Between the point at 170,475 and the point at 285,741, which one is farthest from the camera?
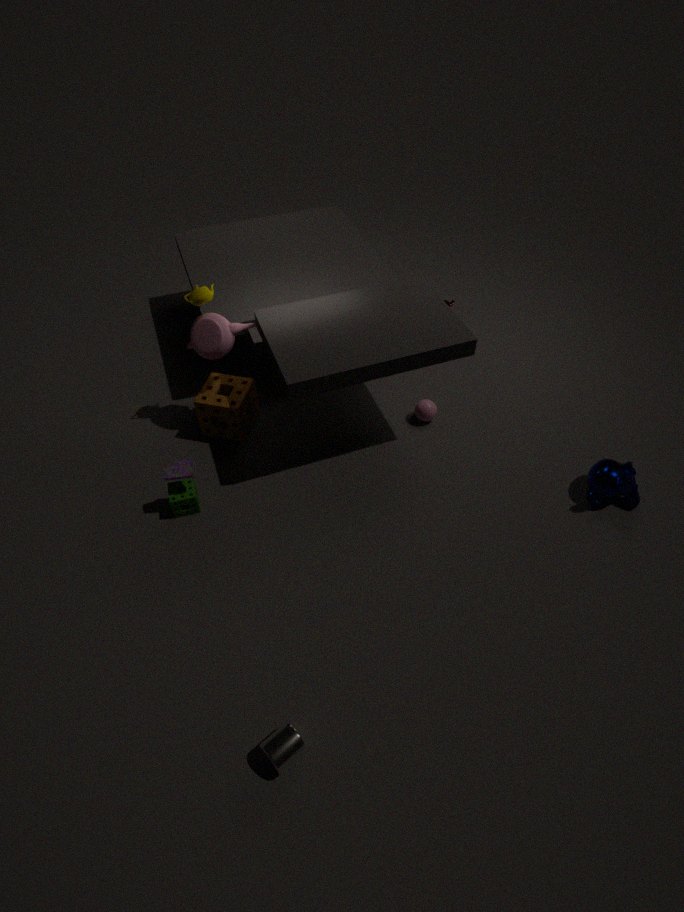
the point at 170,475
